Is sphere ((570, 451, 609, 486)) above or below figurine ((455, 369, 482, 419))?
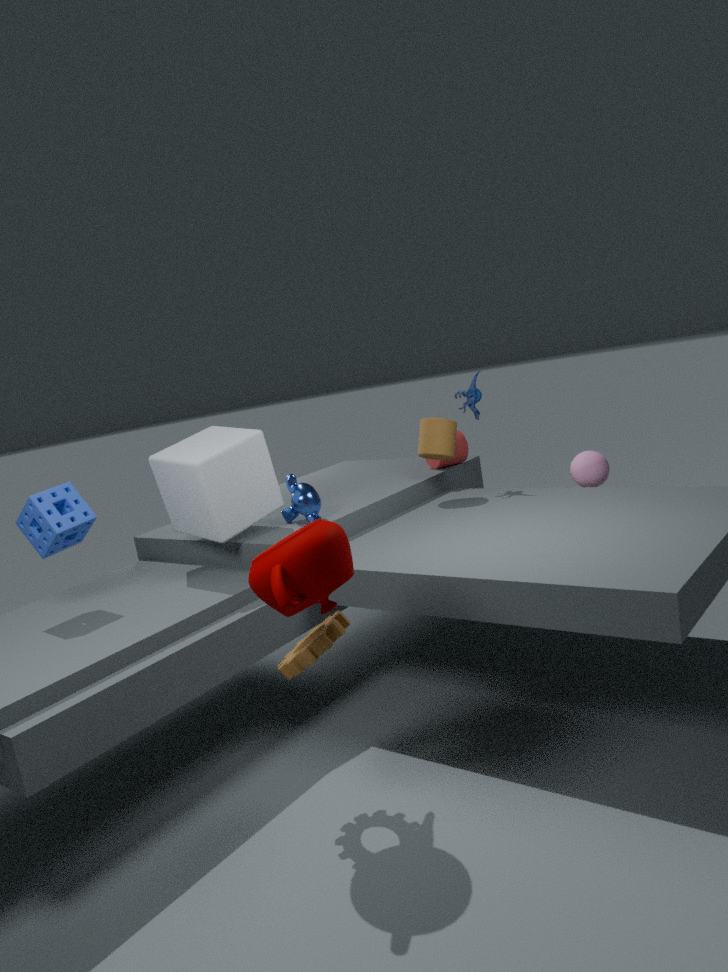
below
